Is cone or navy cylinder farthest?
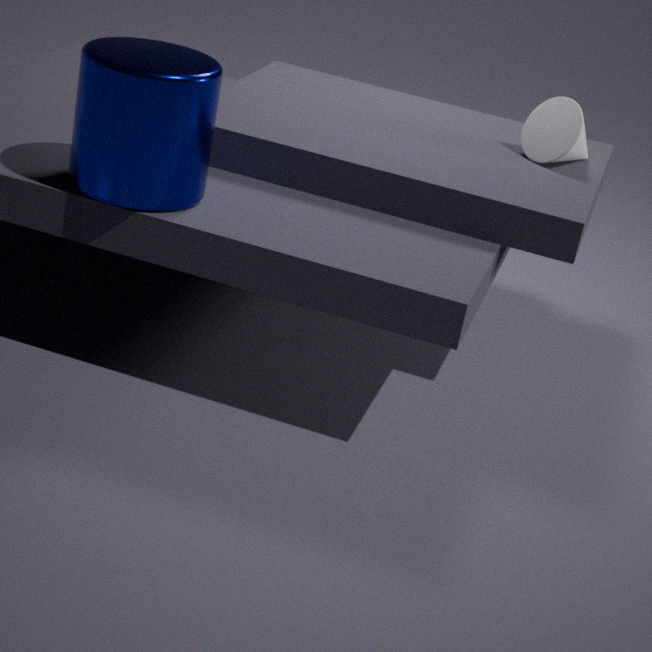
cone
